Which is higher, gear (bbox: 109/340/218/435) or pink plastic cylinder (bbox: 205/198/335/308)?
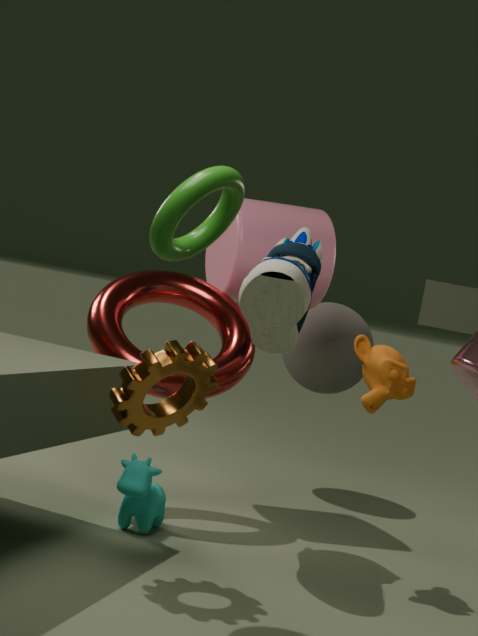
pink plastic cylinder (bbox: 205/198/335/308)
